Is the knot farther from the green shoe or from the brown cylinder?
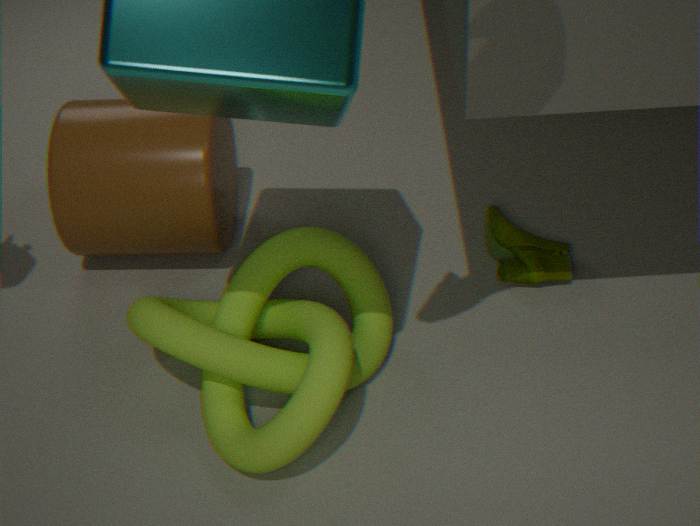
the green shoe
